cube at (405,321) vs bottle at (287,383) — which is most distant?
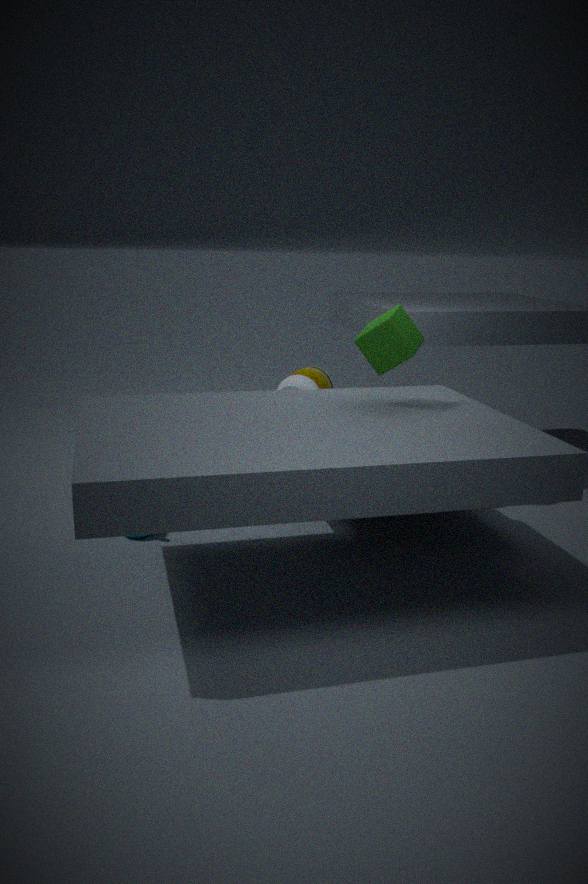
bottle at (287,383)
